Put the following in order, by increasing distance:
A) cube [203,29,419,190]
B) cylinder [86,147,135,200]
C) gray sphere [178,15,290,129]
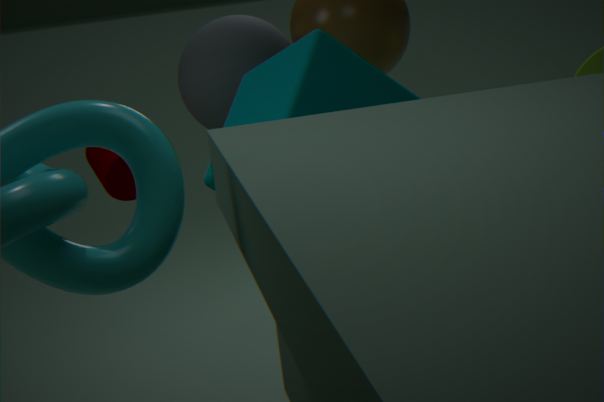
cube [203,29,419,190]
gray sphere [178,15,290,129]
cylinder [86,147,135,200]
